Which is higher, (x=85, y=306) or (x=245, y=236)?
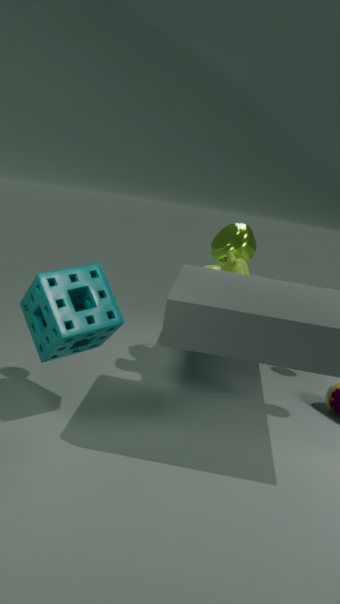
(x=245, y=236)
